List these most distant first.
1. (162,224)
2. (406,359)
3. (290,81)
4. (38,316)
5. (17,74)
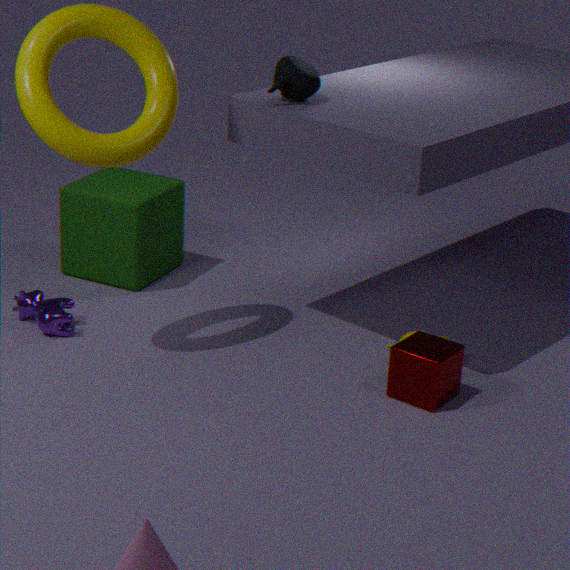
(162,224) < (38,316) < (290,81) < (406,359) < (17,74)
